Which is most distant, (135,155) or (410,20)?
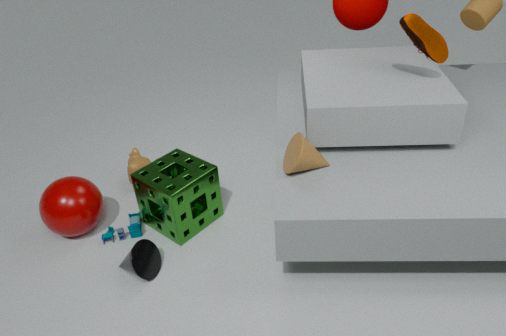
(135,155)
